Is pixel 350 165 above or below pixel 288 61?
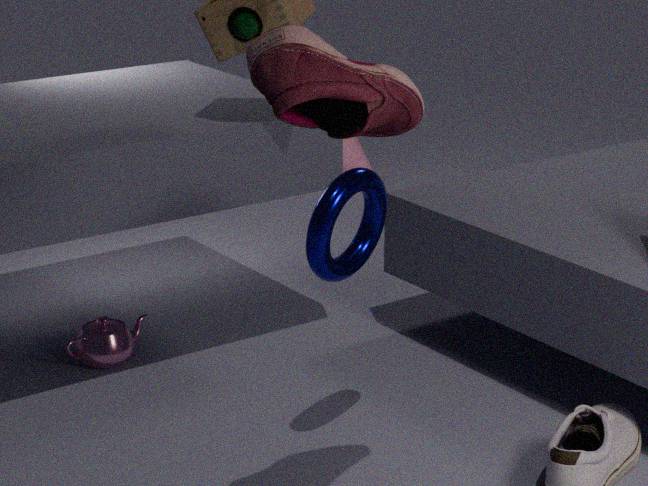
below
